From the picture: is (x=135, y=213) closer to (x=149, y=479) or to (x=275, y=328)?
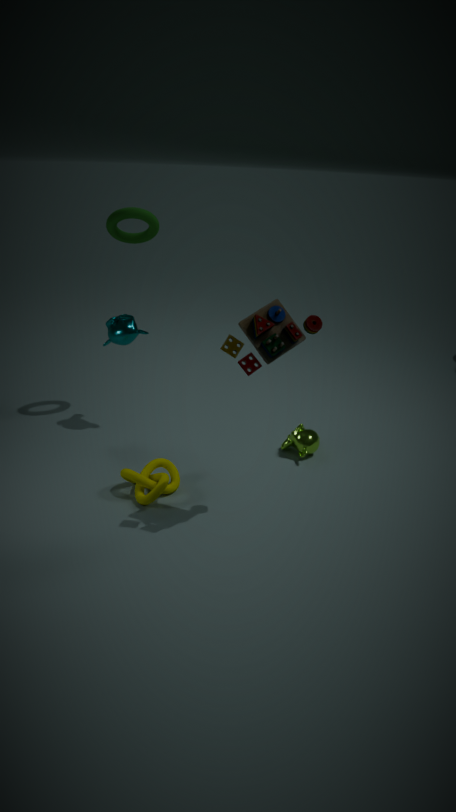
(x=275, y=328)
